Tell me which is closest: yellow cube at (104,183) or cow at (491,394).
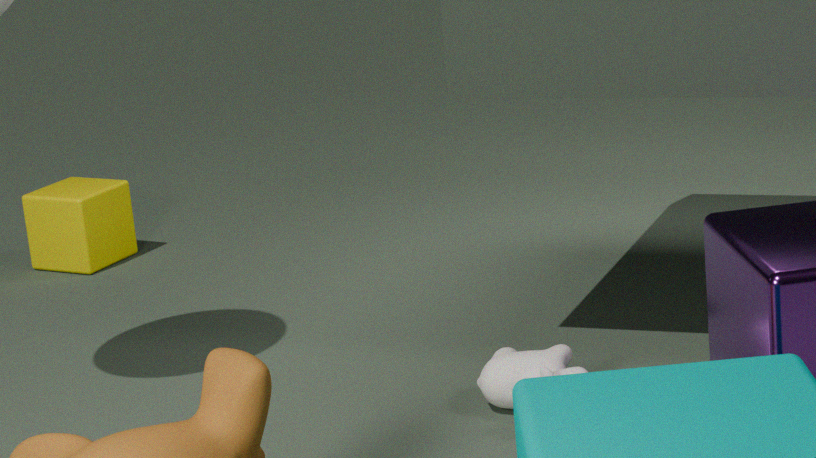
cow at (491,394)
